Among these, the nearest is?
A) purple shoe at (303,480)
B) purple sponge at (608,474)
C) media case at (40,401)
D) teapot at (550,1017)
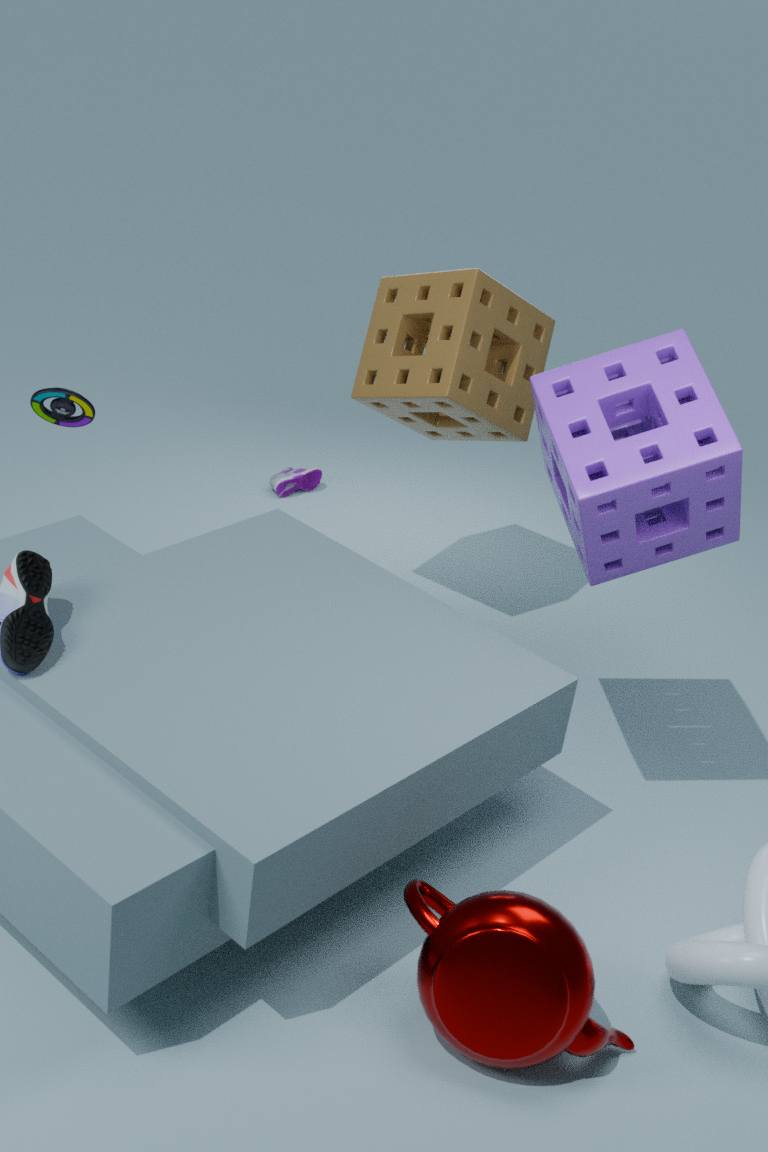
teapot at (550,1017)
